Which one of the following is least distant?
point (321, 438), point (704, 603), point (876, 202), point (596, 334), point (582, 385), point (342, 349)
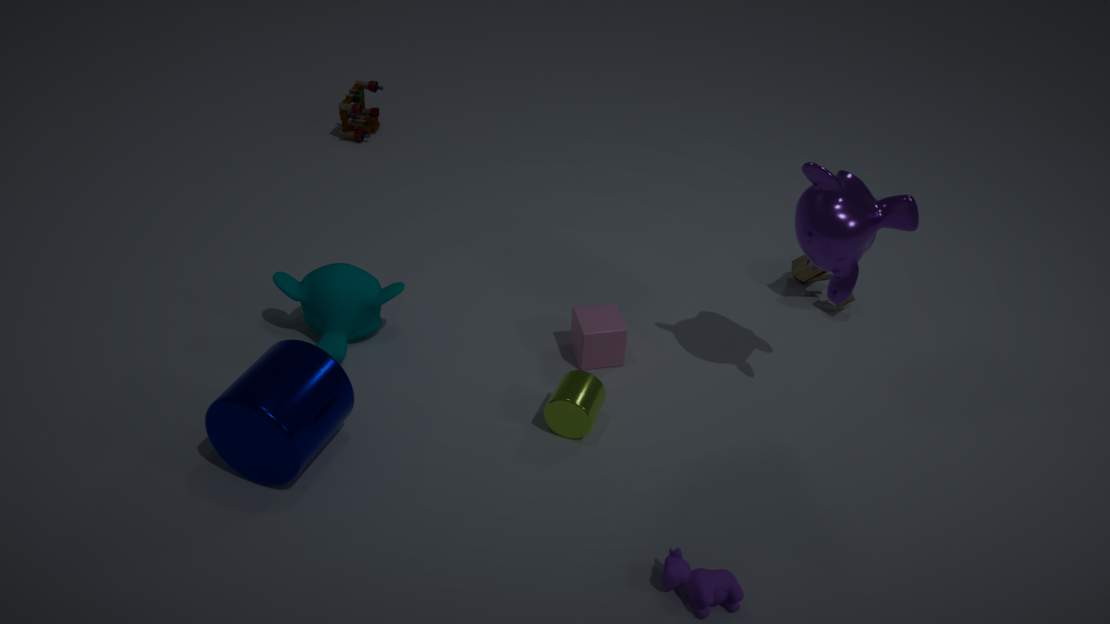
point (704, 603)
